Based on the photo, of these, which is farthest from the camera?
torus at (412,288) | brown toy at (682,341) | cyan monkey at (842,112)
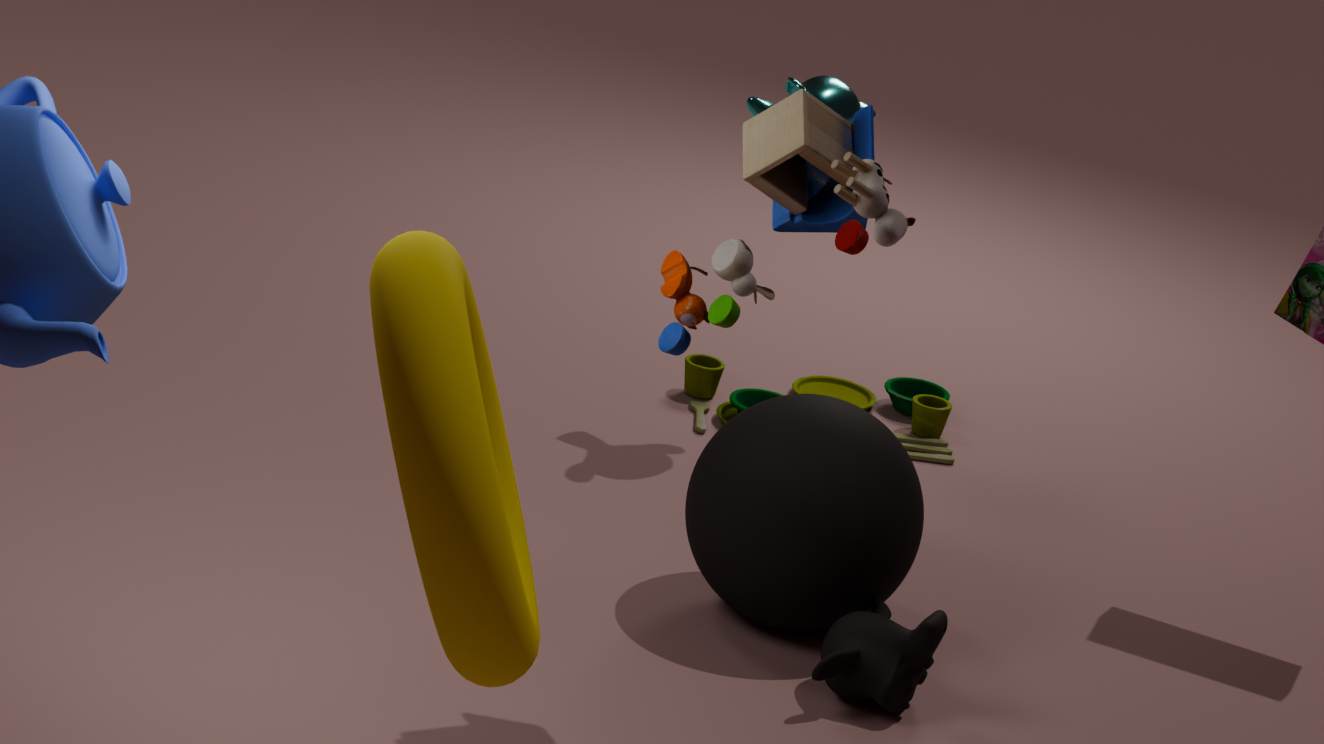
cyan monkey at (842,112)
